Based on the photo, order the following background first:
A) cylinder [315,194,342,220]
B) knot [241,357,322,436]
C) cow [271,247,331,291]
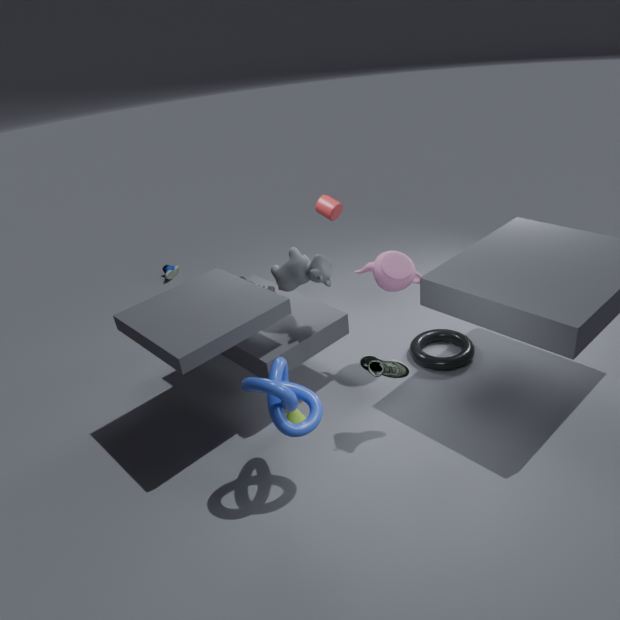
A. cylinder [315,194,342,220], C. cow [271,247,331,291], B. knot [241,357,322,436]
